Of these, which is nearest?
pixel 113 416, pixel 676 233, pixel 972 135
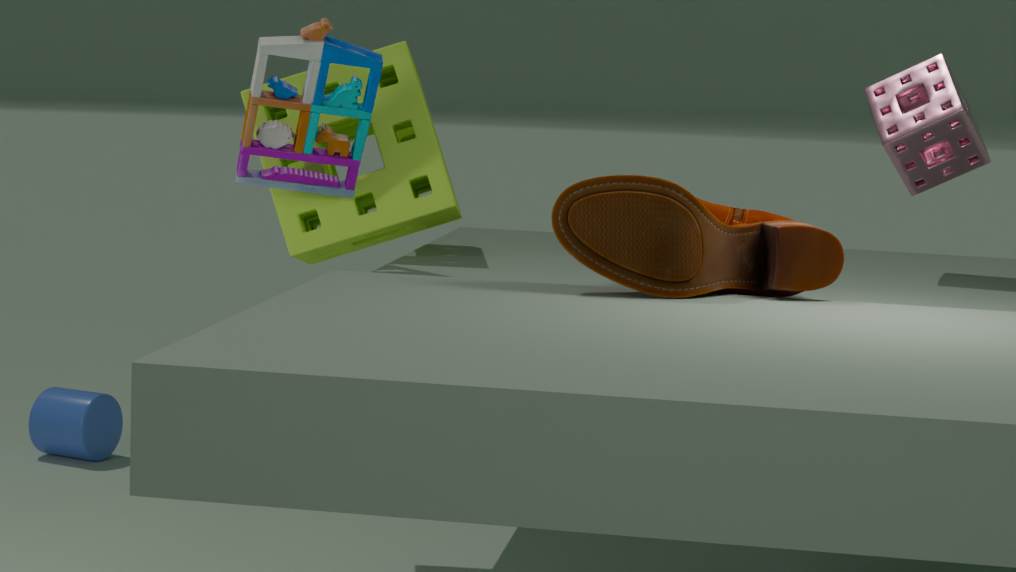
pixel 676 233
